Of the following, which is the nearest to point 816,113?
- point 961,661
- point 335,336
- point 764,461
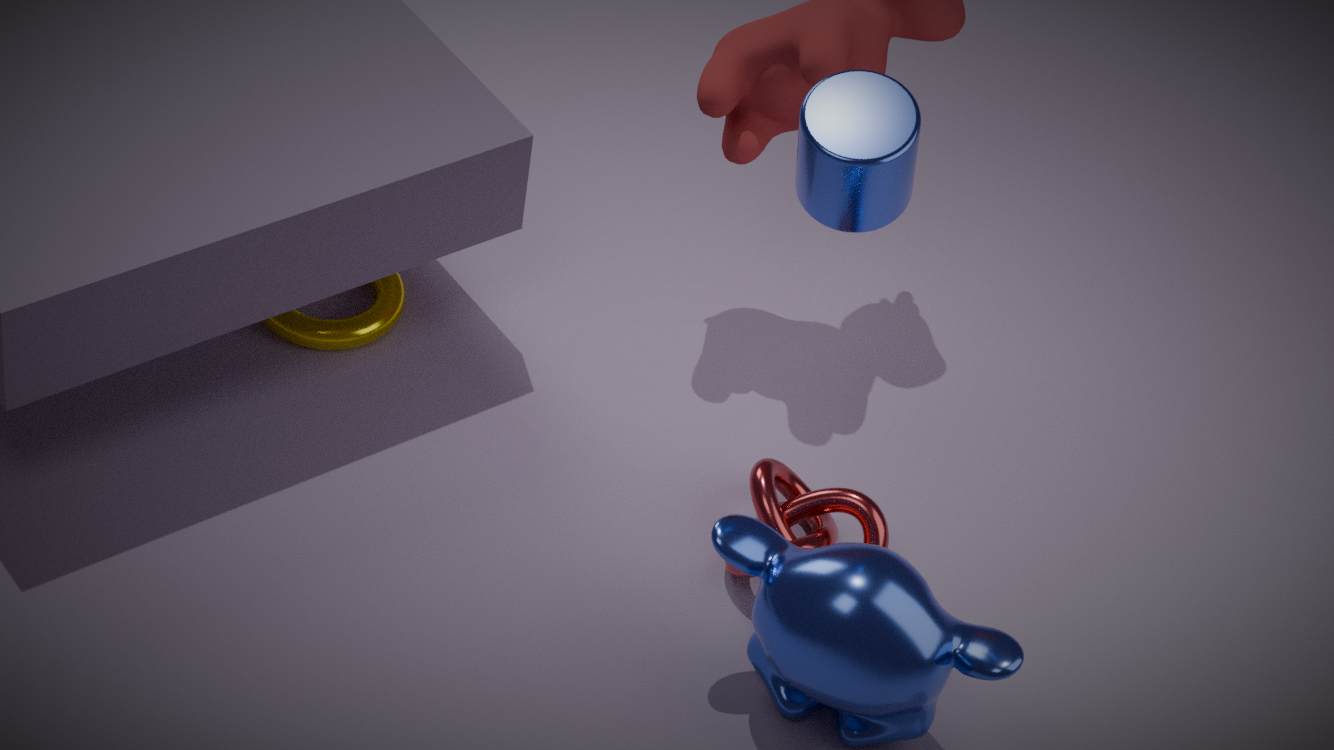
point 764,461
